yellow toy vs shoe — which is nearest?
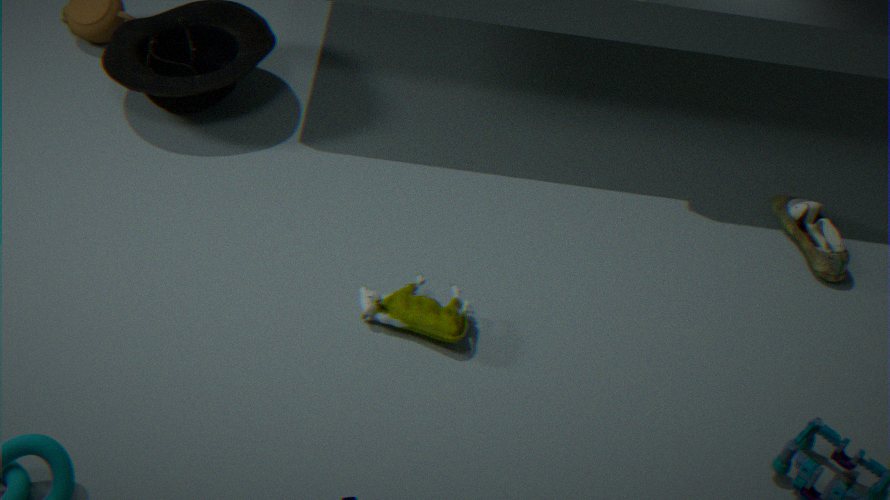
yellow toy
